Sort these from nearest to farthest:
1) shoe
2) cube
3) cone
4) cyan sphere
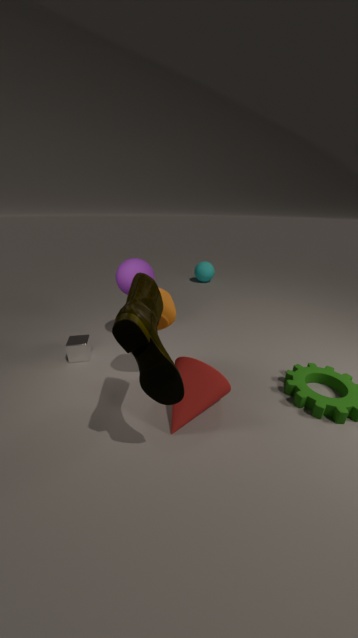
1. shoe
3. cone
2. cube
4. cyan sphere
